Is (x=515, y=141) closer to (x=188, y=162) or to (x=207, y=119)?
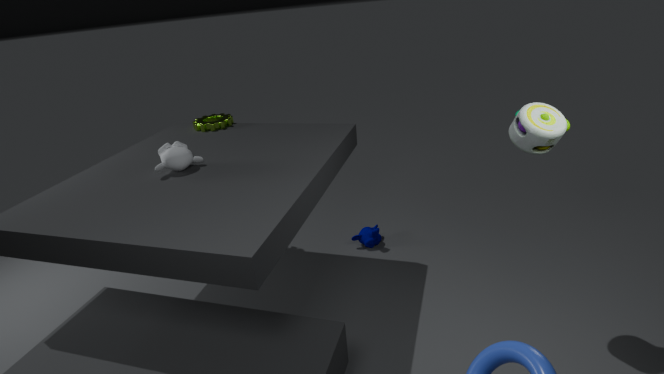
(x=188, y=162)
